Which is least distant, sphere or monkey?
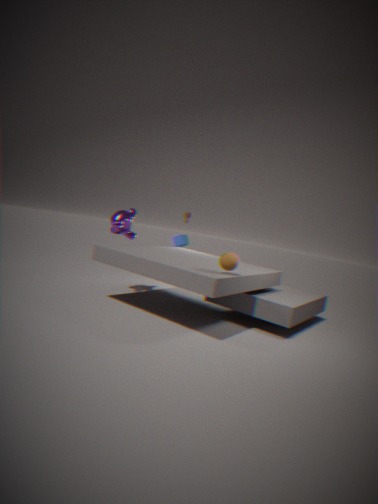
sphere
